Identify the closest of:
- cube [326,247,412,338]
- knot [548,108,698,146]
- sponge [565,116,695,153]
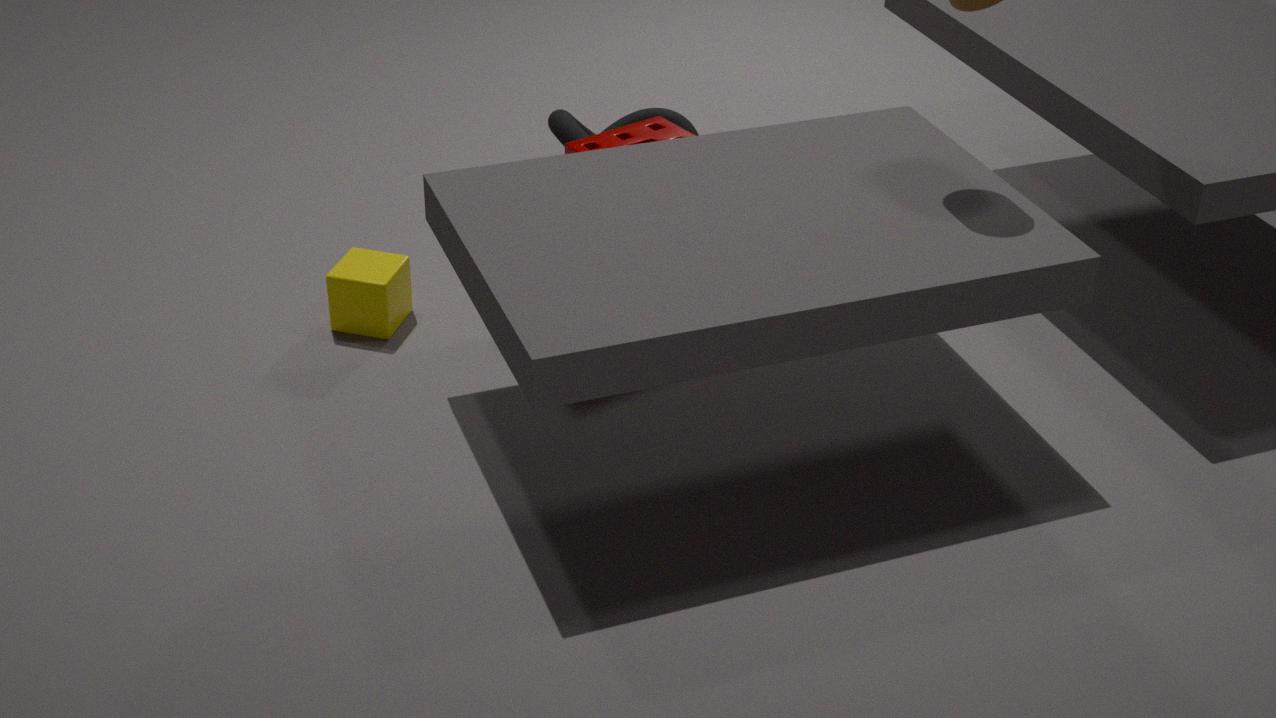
cube [326,247,412,338]
